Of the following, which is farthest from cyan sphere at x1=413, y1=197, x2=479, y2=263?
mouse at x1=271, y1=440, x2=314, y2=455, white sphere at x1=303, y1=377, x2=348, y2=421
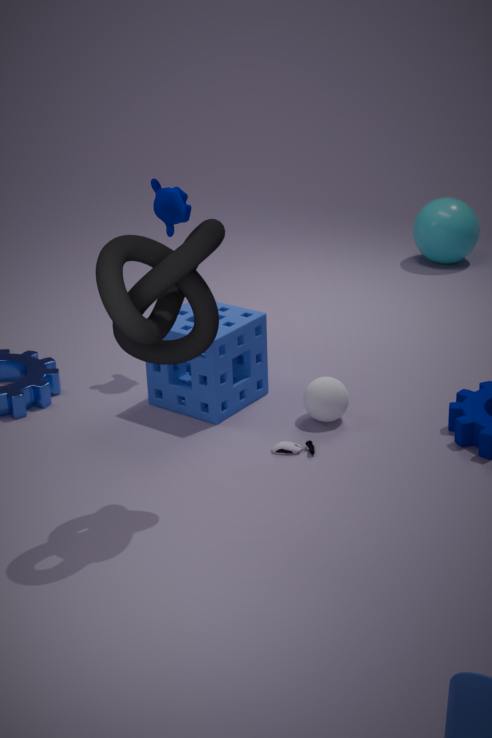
mouse at x1=271, y1=440, x2=314, y2=455
